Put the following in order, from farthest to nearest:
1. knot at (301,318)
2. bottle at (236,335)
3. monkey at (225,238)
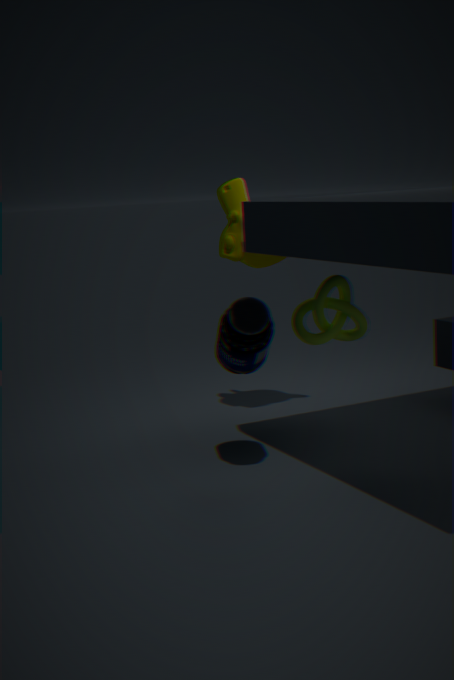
monkey at (225,238), knot at (301,318), bottle at (236,335)
